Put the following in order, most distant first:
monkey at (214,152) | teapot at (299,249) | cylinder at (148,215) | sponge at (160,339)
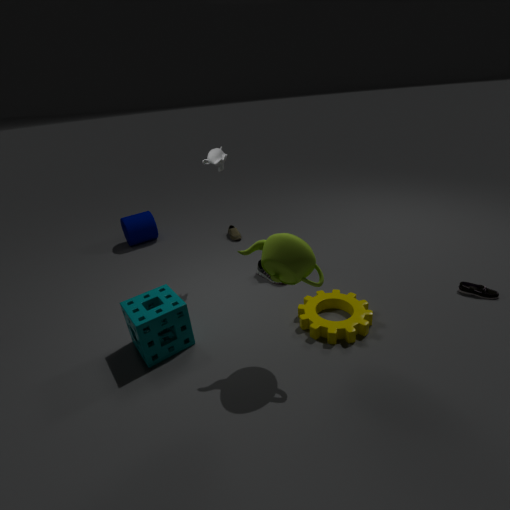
cylinder at (148,215) < monkey at (214,152) < sponge at (160,339) < teapot at (299,249)
